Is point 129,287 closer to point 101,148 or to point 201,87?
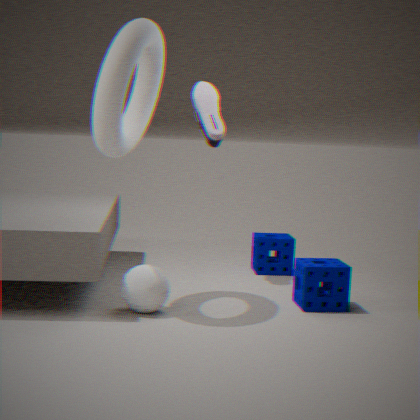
point 101,148
